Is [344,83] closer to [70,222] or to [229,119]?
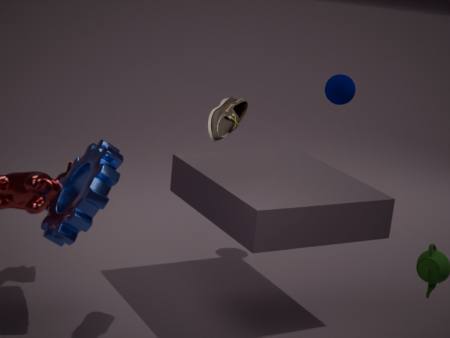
[229,119]
